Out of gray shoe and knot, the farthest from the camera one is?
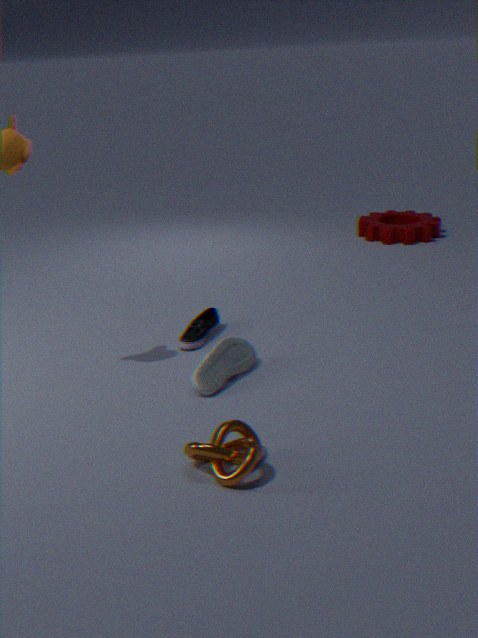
gray shoe
